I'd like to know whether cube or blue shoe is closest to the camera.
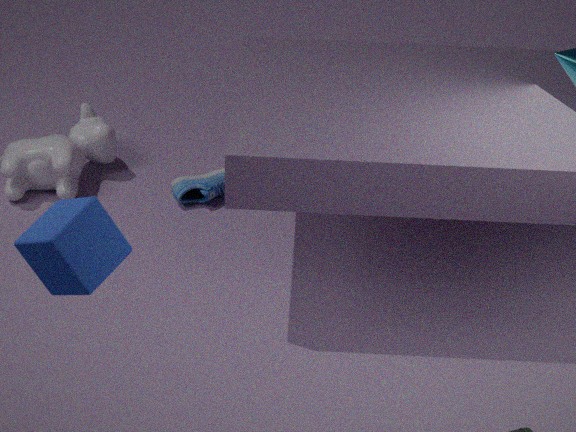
cube
